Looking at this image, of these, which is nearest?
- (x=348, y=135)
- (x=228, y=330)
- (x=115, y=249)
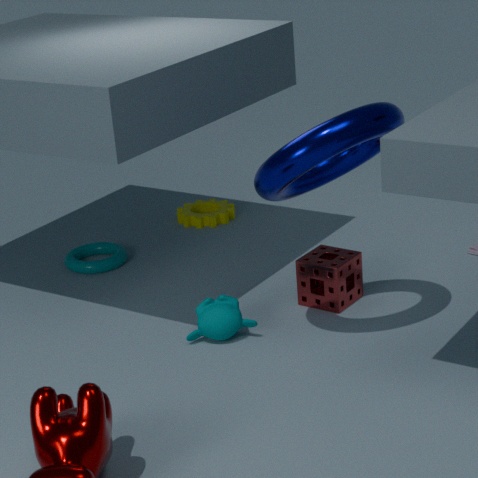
(x=348, y=135)
